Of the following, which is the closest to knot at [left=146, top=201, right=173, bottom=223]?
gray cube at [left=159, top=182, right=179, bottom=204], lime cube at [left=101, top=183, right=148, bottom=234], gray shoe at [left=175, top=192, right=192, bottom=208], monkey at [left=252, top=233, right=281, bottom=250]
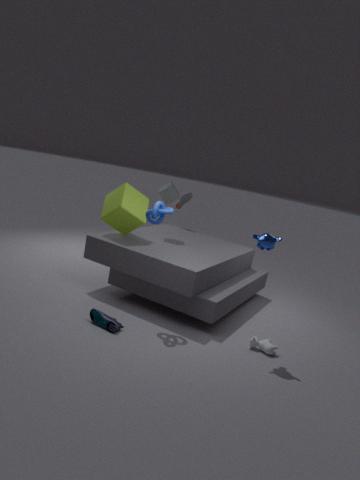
lime cube at [left=101, top=183, right=148, bottom=234]
